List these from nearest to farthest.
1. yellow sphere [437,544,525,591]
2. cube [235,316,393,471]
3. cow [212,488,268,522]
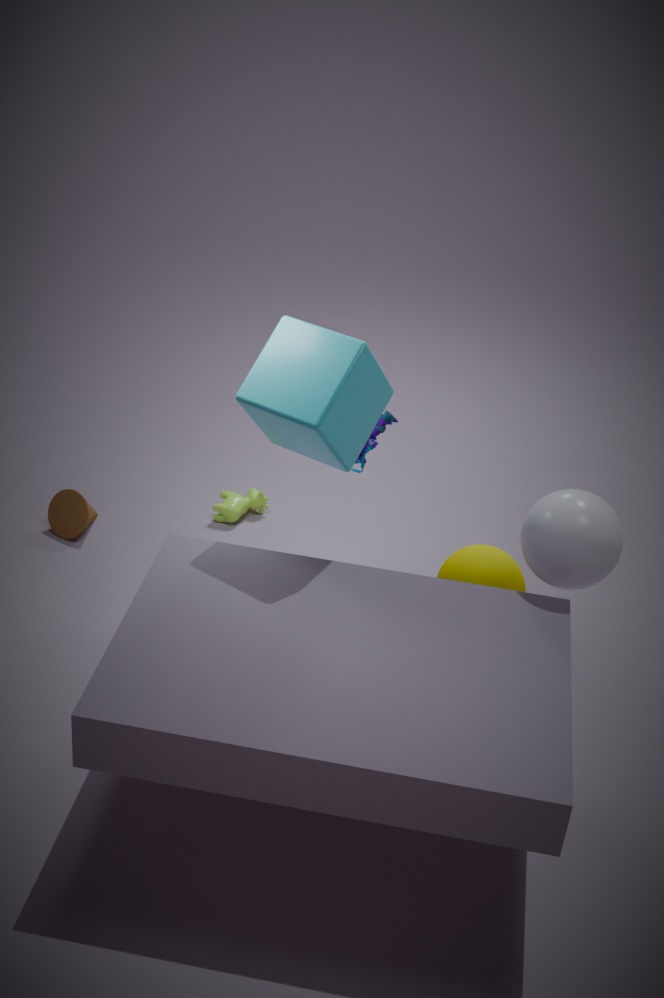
cube [235,316,393,471]
yellow sphere [437,544,525,591]
cow [212,488,268,522]
